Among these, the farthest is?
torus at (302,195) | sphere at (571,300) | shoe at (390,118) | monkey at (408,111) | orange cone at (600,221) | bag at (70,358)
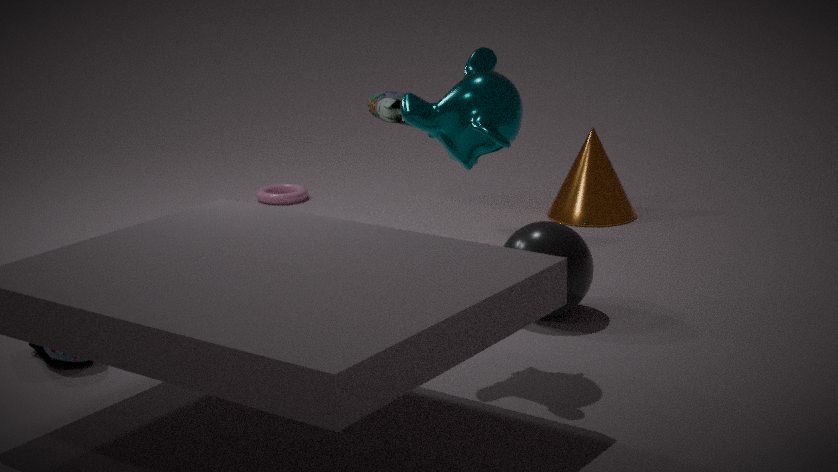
torus at (302,195)
